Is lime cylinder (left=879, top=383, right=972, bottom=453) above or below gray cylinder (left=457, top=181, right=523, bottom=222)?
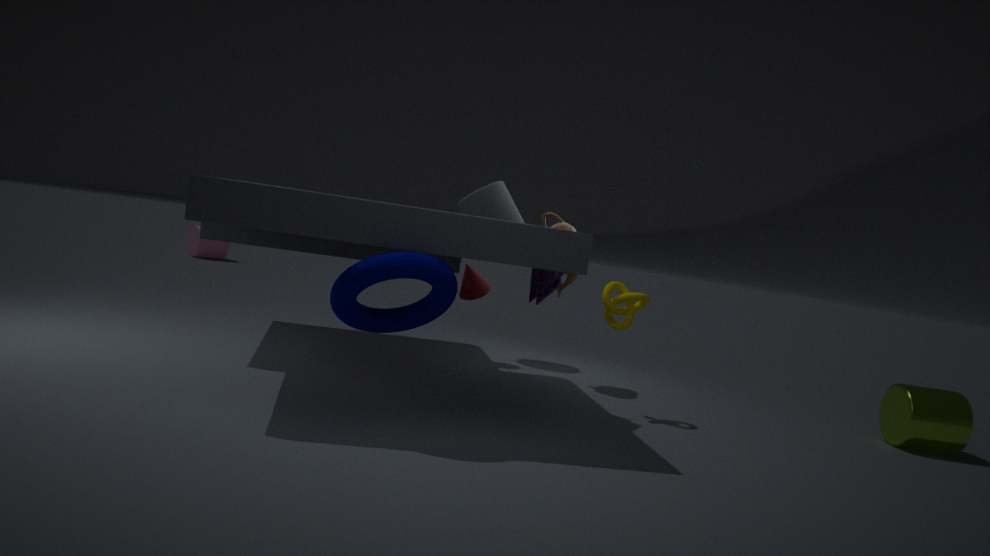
below
